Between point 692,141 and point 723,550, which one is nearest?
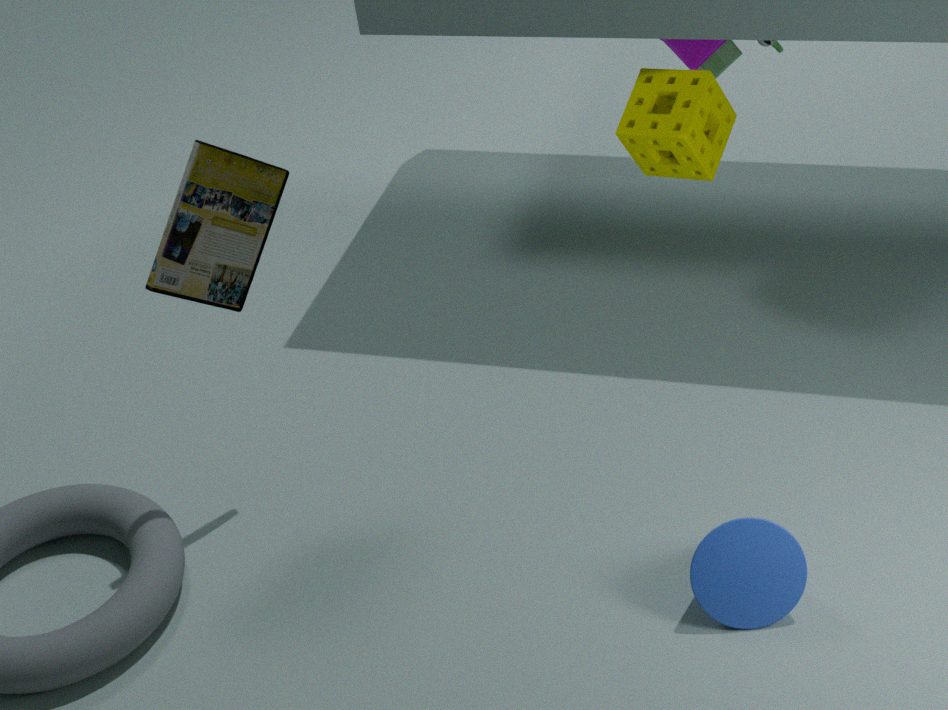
point 723,550
